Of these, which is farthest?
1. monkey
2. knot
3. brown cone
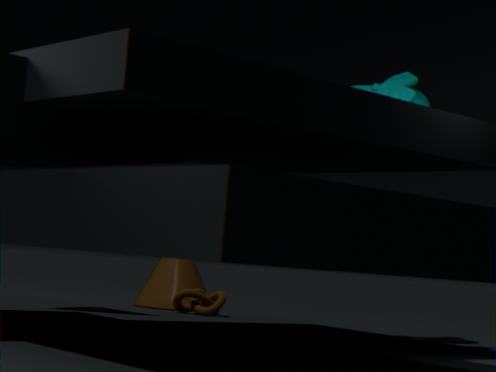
brown cone
